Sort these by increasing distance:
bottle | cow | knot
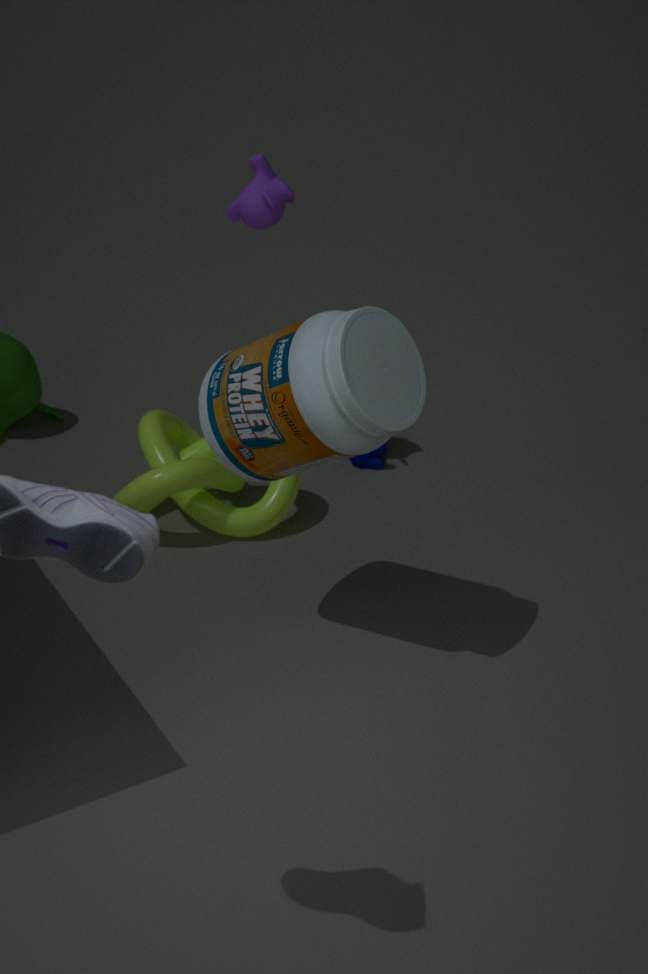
bottle → knot → cow
